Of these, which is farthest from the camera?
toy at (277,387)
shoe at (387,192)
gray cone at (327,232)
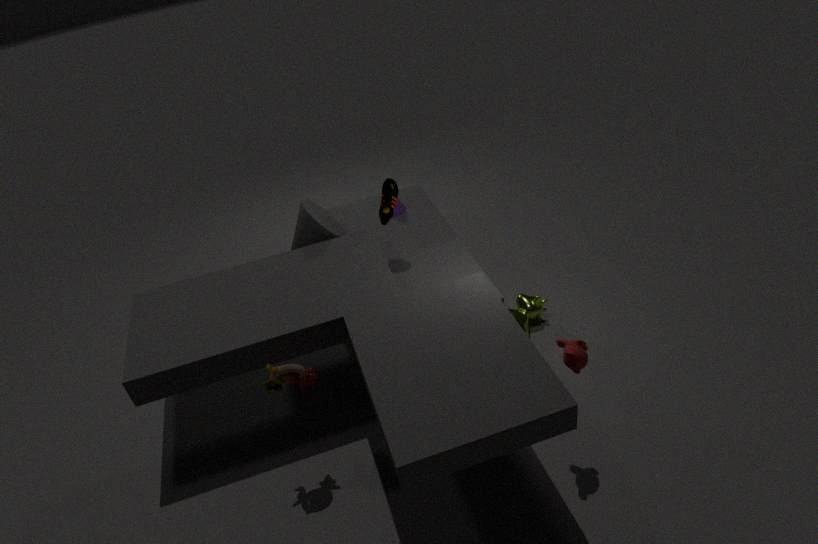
gray cone at (327,232)
